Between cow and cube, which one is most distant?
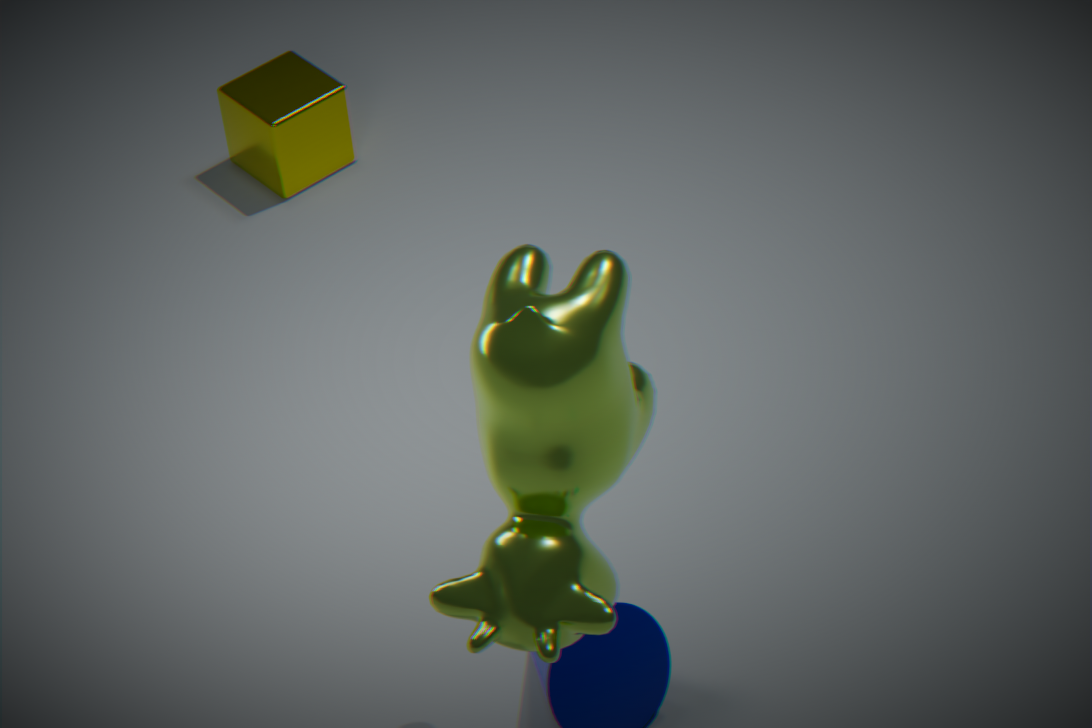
cube
